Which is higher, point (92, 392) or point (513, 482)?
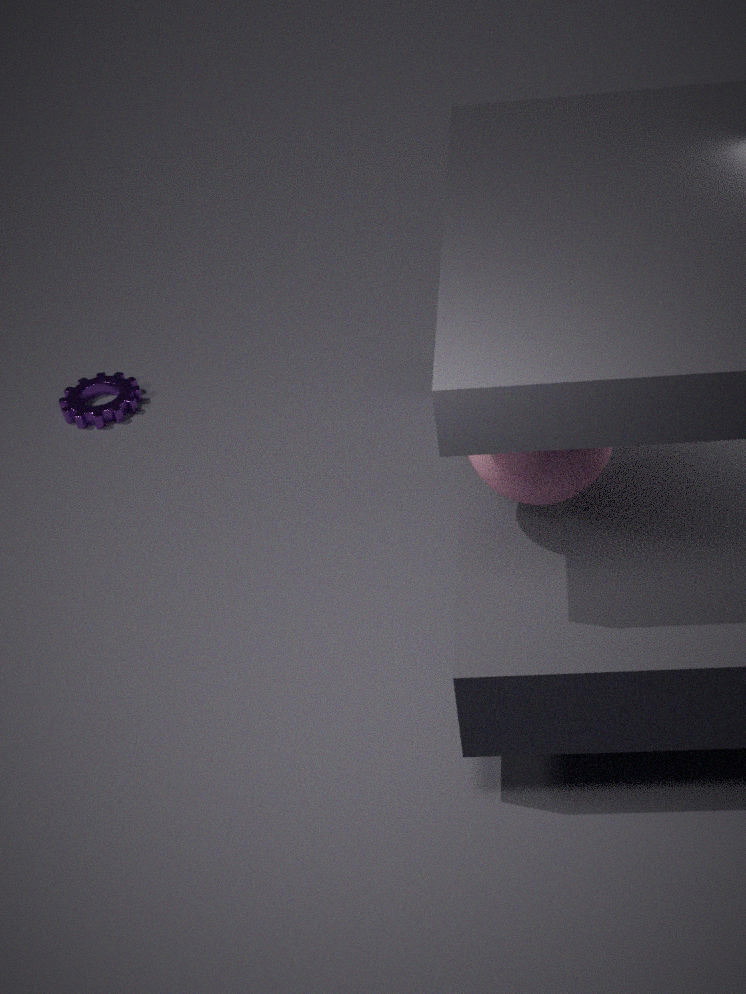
point (513, 482)
